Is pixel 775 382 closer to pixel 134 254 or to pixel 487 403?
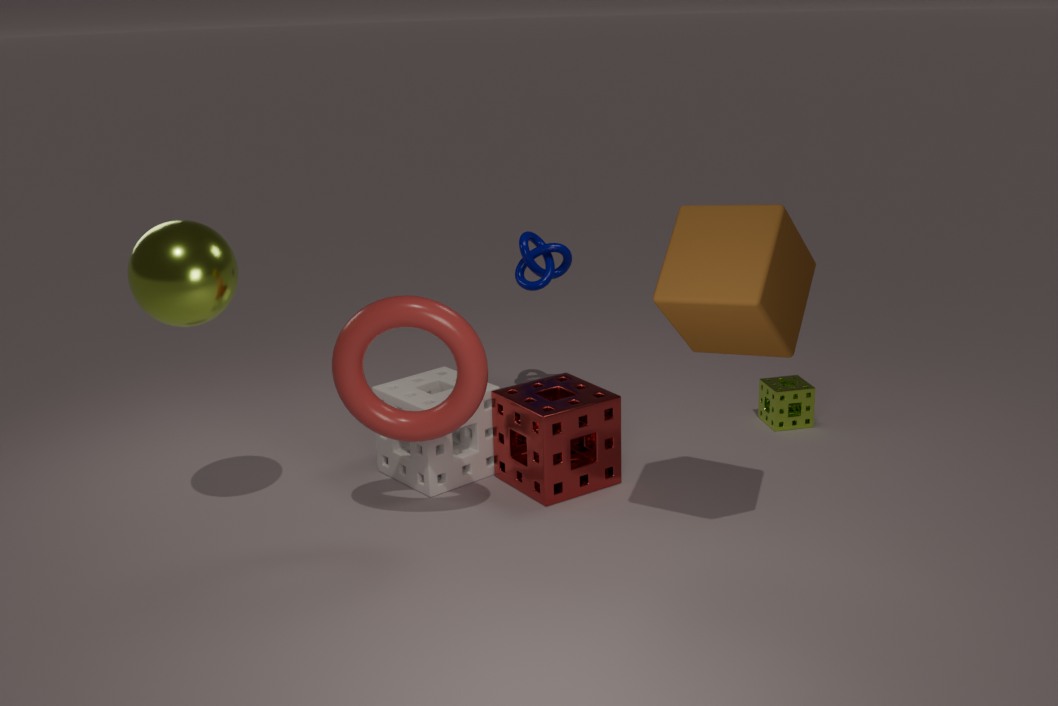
pixel 487 403
